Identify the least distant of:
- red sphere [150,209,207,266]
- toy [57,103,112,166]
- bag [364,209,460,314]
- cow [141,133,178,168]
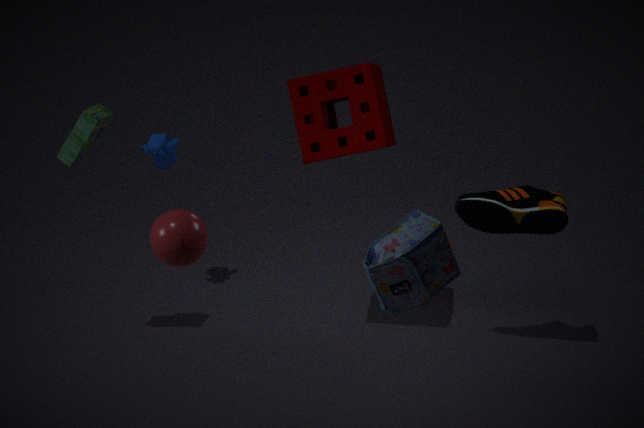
bag [364,209,460,314]
